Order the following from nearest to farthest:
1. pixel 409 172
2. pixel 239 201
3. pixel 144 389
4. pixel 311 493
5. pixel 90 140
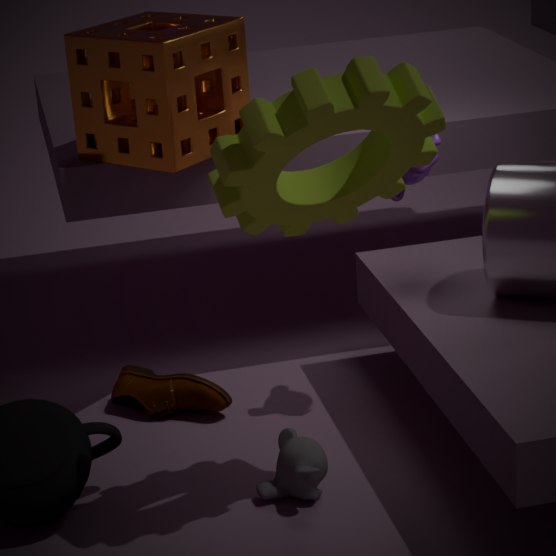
pixel 239 201
pixel 311 493
pixel 409 172
pixel 90 140
pixel 144 389
